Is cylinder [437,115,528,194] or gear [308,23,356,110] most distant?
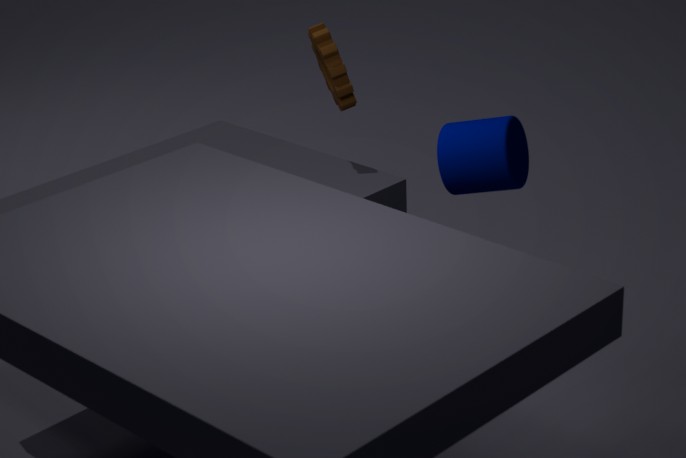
gear [308,23,356,110]
